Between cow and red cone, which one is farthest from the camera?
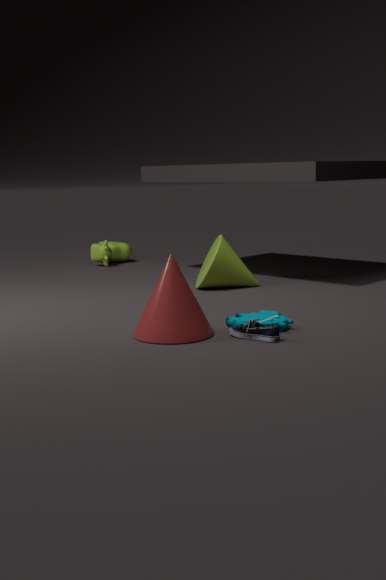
cow
